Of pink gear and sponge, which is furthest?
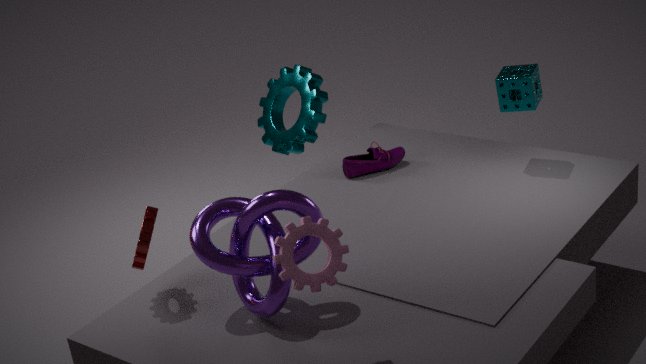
sponge
